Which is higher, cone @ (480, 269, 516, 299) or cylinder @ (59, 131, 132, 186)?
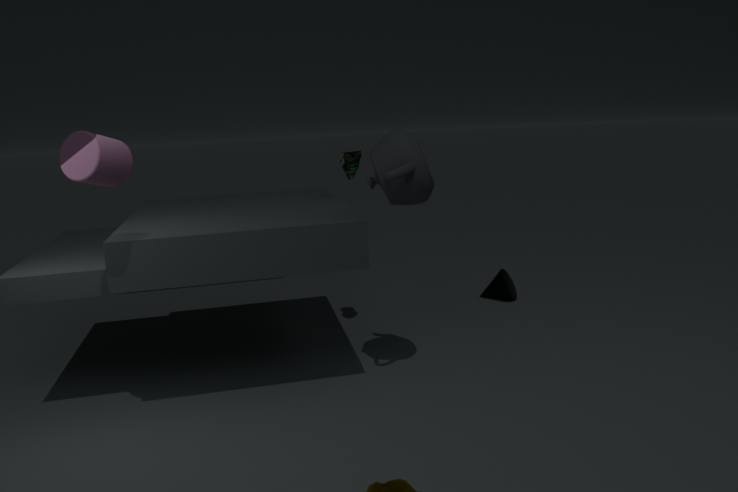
cylinder @ (59, 131, 132, 186)
